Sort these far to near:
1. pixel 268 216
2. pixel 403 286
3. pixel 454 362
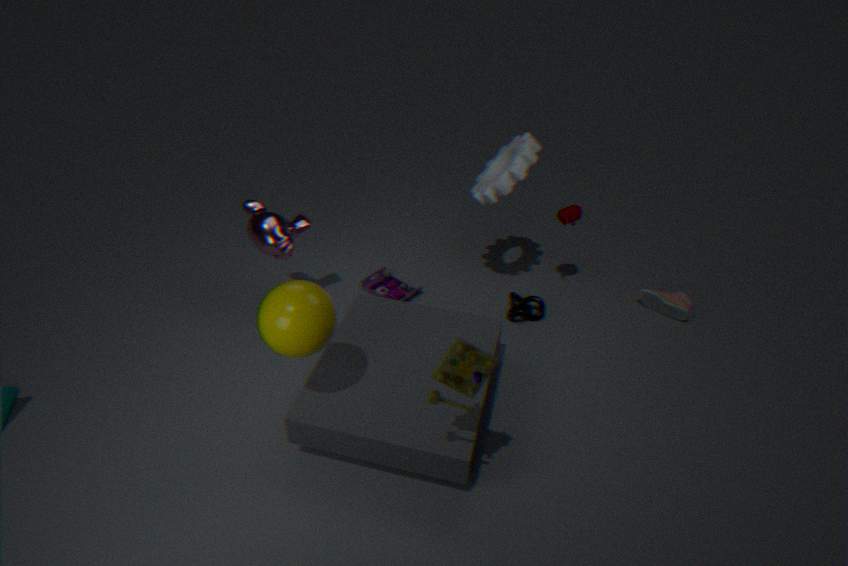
1. pixel 403 286
2. pixel 268 216
3. pixel 454 362
